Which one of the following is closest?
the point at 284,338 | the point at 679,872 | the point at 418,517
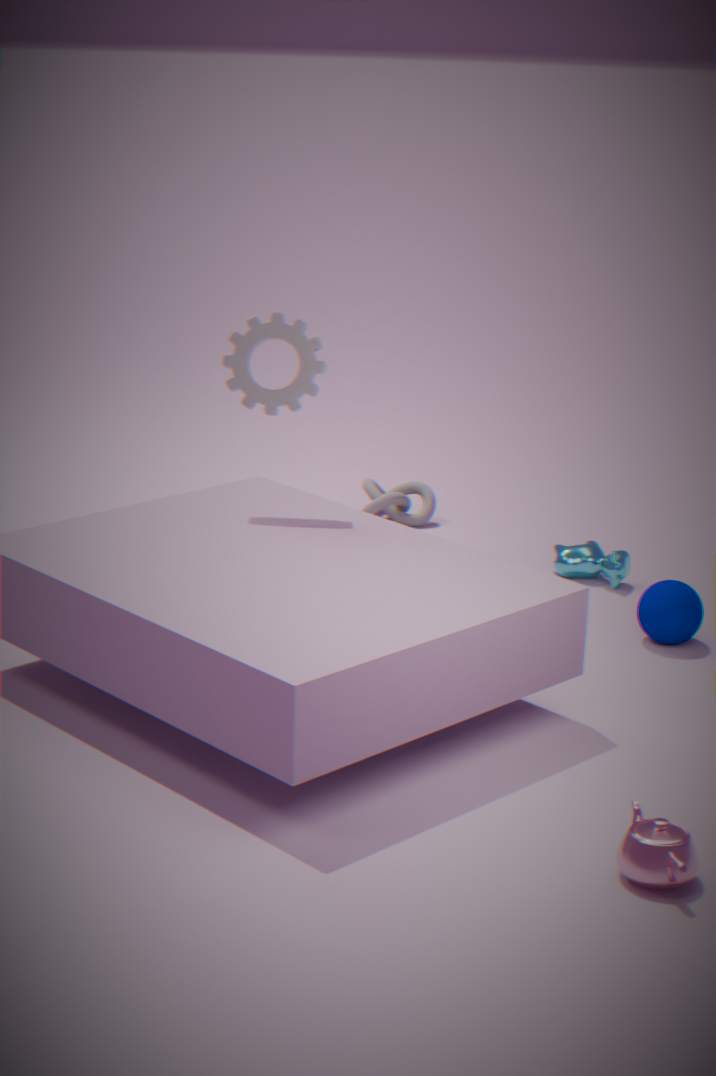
the point at 679,872
